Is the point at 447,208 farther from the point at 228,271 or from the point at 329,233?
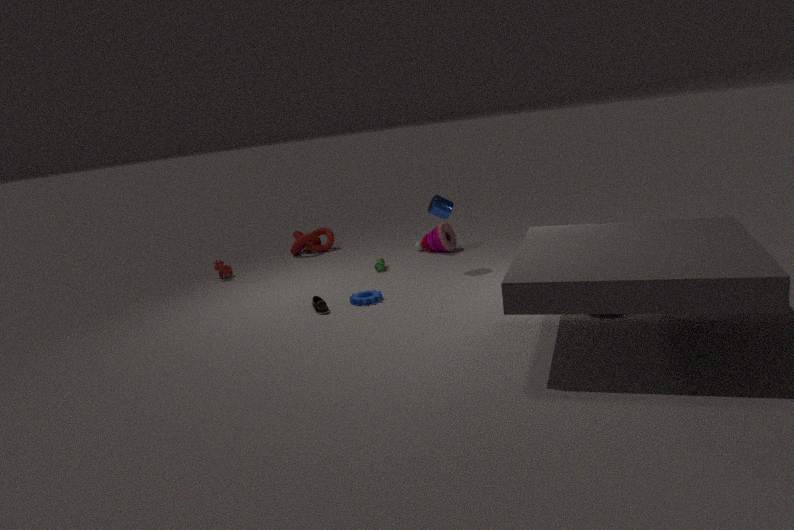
the point at 228,271
